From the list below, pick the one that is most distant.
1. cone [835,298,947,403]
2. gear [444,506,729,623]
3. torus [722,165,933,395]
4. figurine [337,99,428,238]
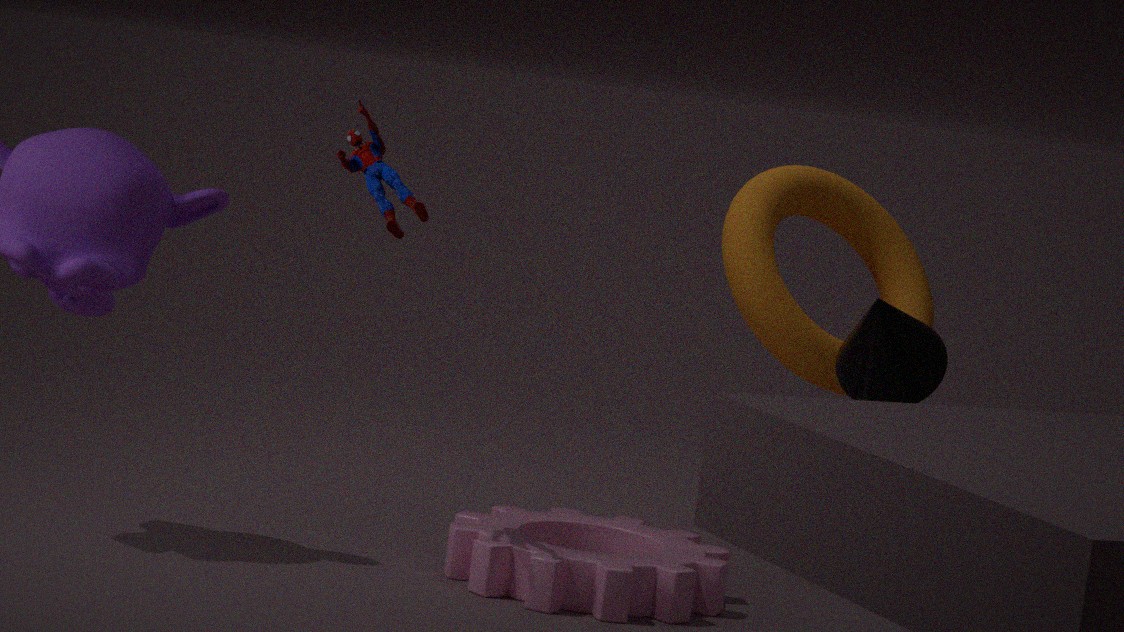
torus [722,165,933,395]
